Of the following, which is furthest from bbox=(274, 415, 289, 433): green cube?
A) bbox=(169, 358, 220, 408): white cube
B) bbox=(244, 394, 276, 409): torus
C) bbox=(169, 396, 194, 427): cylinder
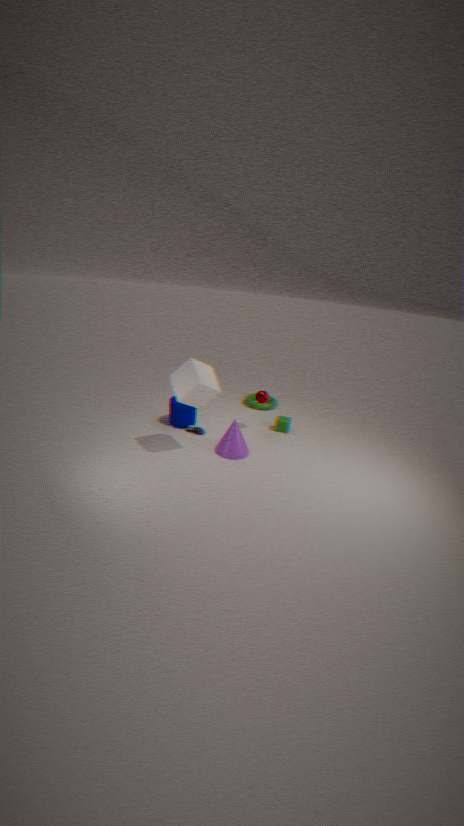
bbox=(169, 358, 220, 408): white cube
